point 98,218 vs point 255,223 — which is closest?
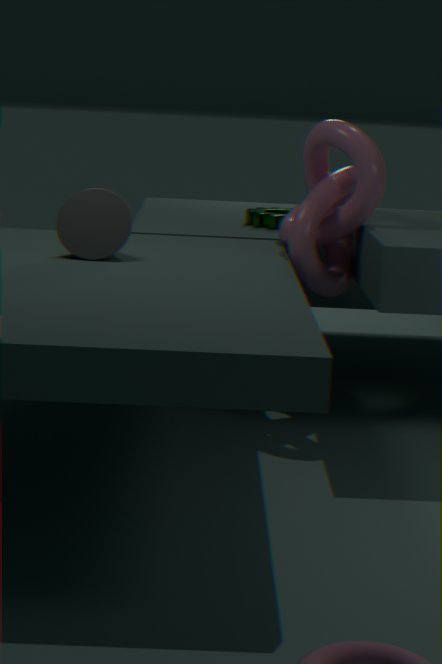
point 98,218
